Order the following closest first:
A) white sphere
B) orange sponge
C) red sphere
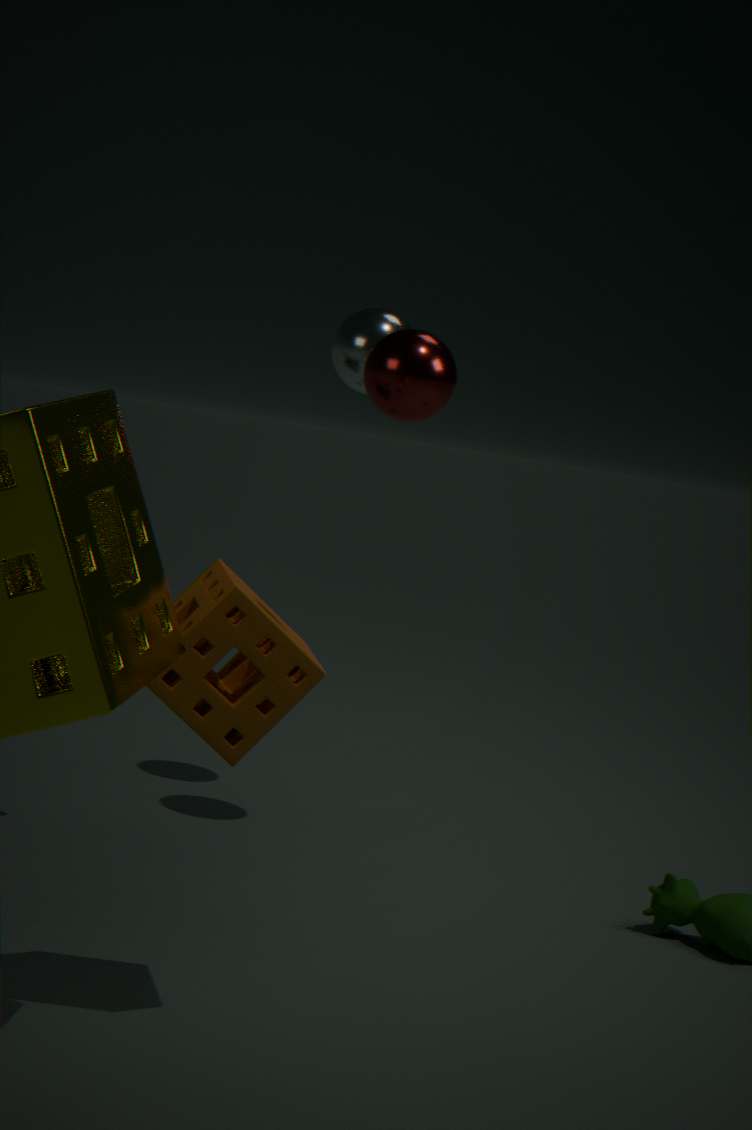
B. orange sponge
C. red sphere
A. white sphere
